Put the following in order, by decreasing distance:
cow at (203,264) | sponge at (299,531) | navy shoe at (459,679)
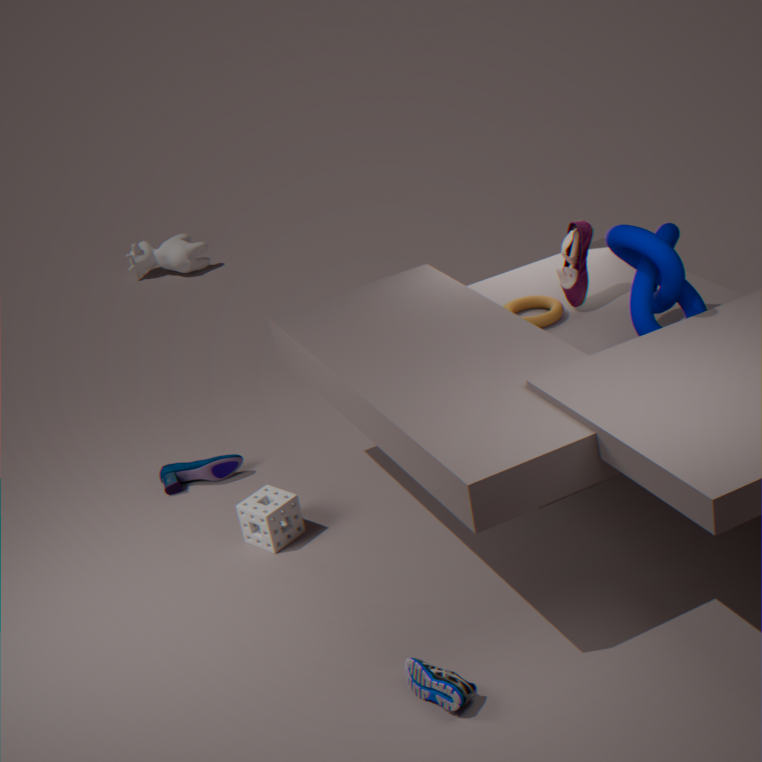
cow at (203,264) → sponge at (299,531) → navy shoe at (459,679)
